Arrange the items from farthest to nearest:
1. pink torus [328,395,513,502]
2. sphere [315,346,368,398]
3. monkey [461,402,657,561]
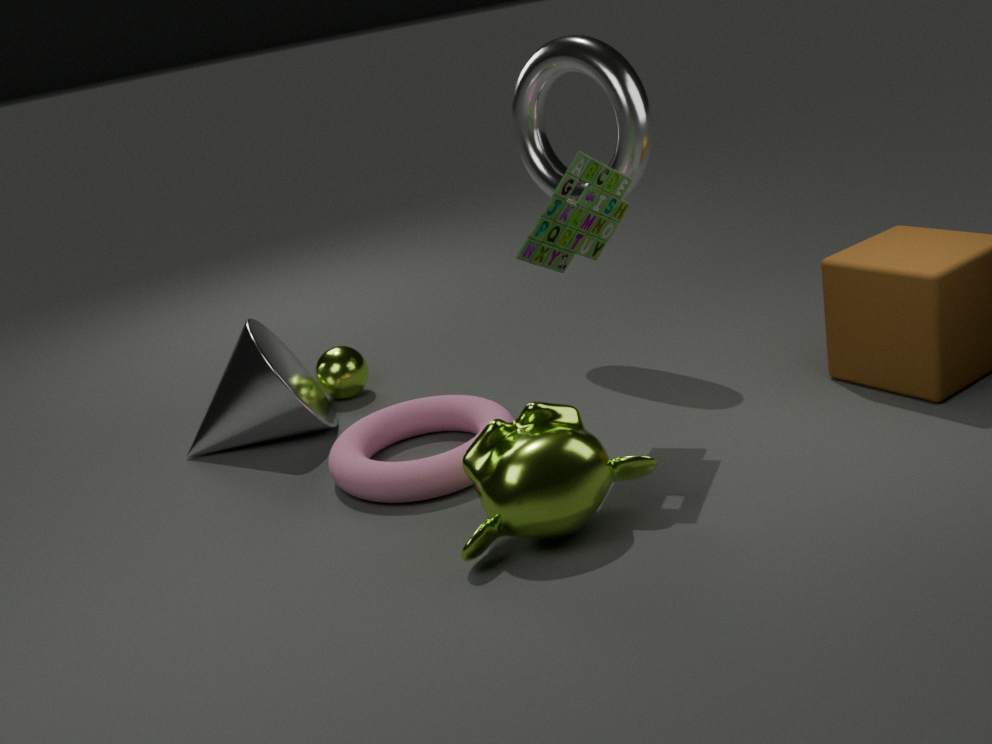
sphere [315,346,368,398] → pink torus [328,395,513,502] → monkey [461,402,657,561]
